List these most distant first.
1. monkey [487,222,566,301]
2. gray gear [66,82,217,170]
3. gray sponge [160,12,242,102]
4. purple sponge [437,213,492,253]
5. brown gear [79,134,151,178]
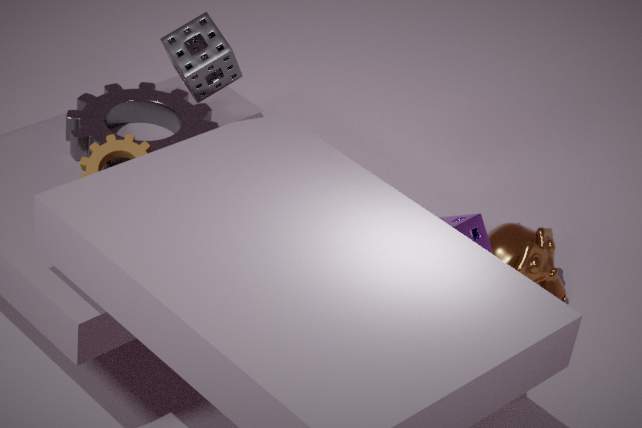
1. monkey [487,222,566,301]
2. purple sponge [437,213,492,253]
3. gray gear [66,82,217,170]
4. brown gear [79,134,151,178]
5. gray sponge [160,12,242,102]
